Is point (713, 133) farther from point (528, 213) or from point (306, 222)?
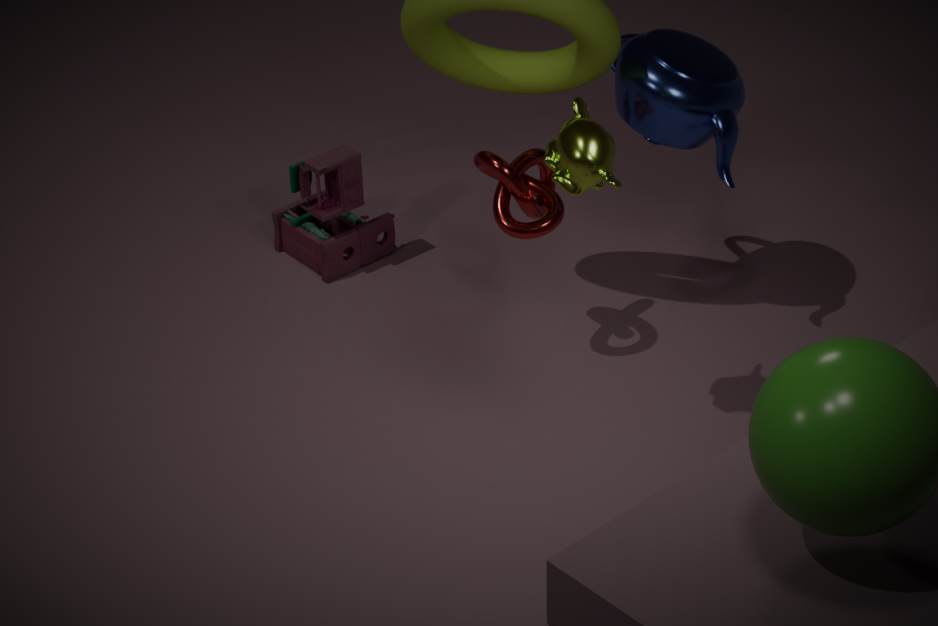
point (306, 222)
